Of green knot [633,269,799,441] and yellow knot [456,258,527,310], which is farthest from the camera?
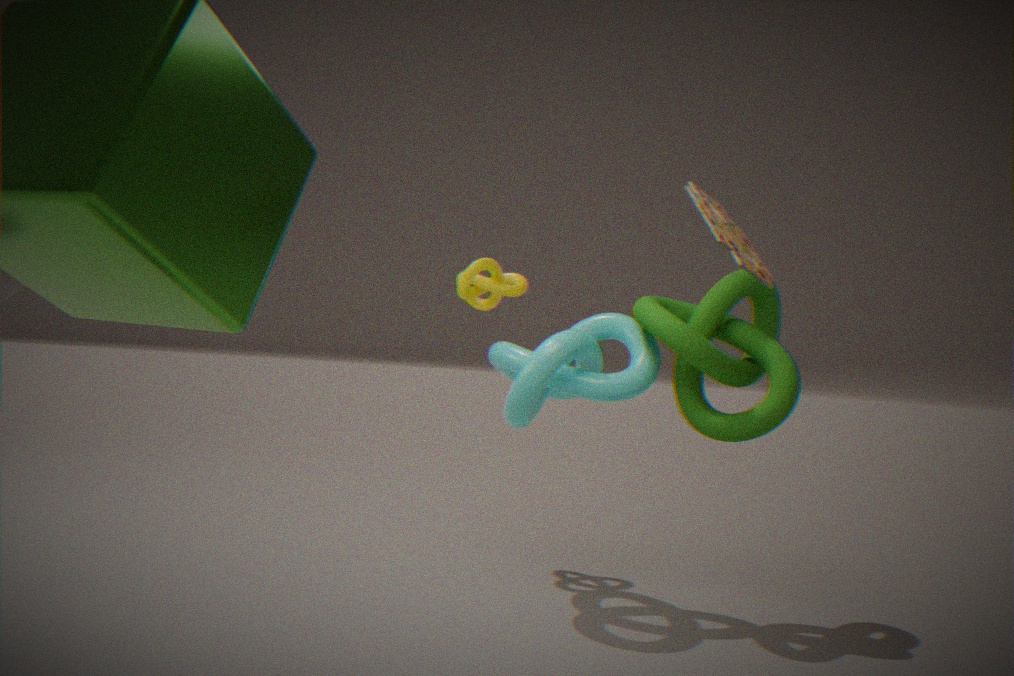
yellow knot [456,258,527,310]
